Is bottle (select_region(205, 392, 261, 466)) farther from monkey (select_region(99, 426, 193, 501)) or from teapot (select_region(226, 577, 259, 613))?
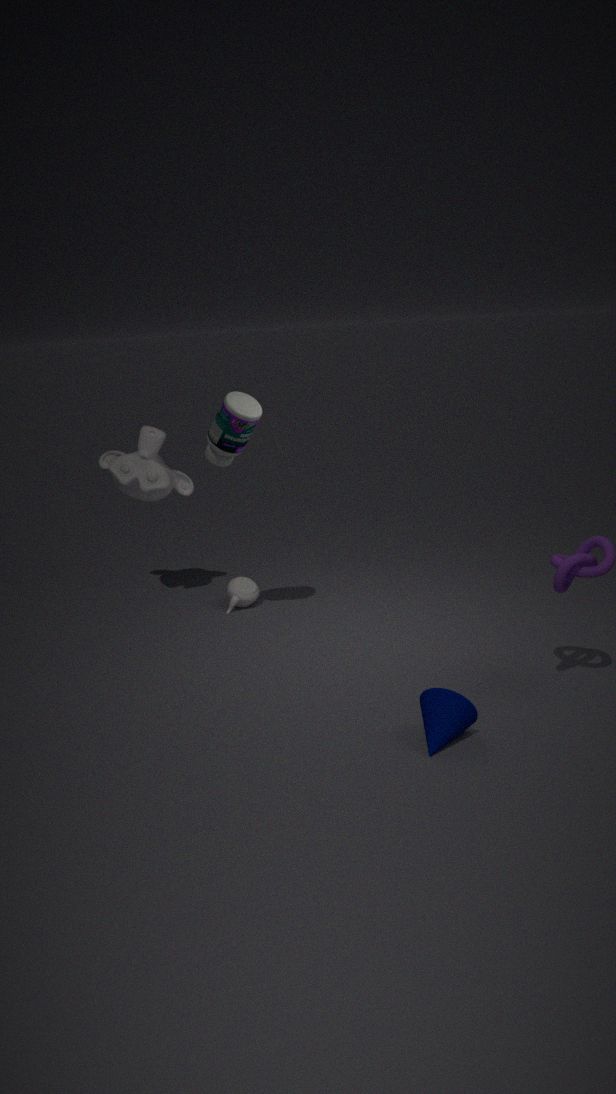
teapot (select_region(226, 577, 259, 613))
